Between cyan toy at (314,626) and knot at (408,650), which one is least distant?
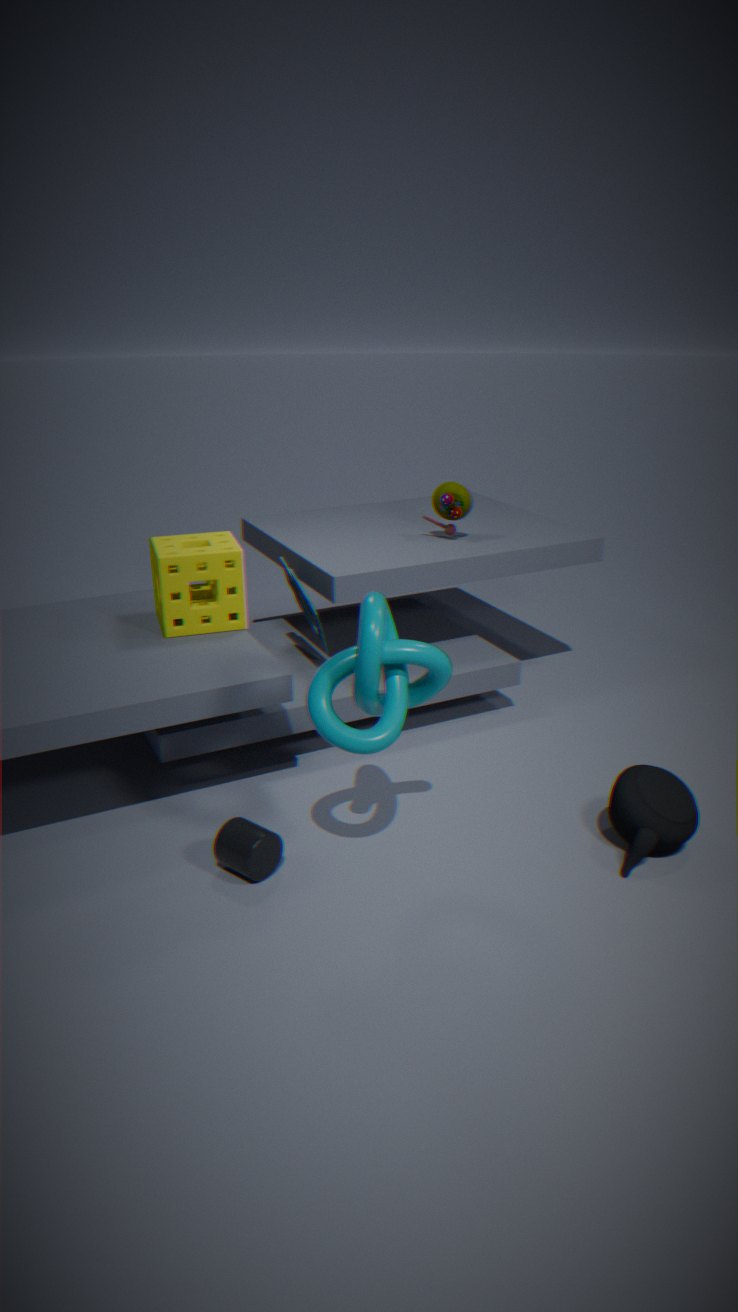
knot at (408,650)
